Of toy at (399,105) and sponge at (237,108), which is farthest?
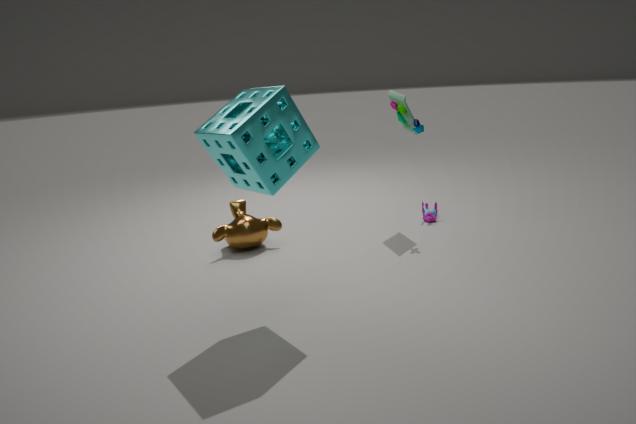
toy at (399,105)
